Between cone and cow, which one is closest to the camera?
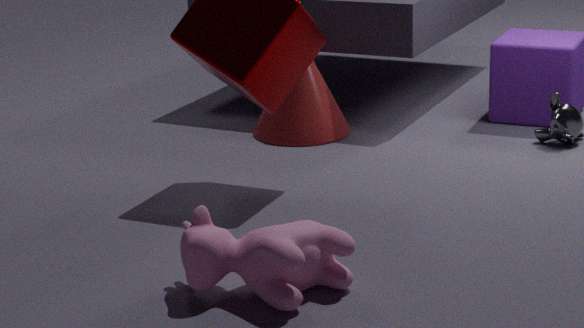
cow
